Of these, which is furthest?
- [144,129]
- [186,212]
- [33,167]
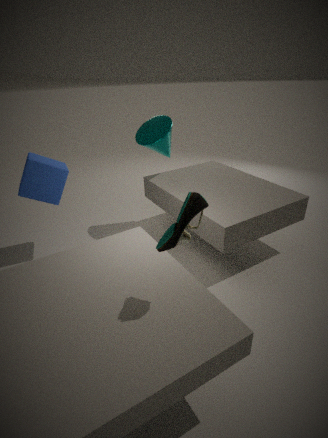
[144,129]
